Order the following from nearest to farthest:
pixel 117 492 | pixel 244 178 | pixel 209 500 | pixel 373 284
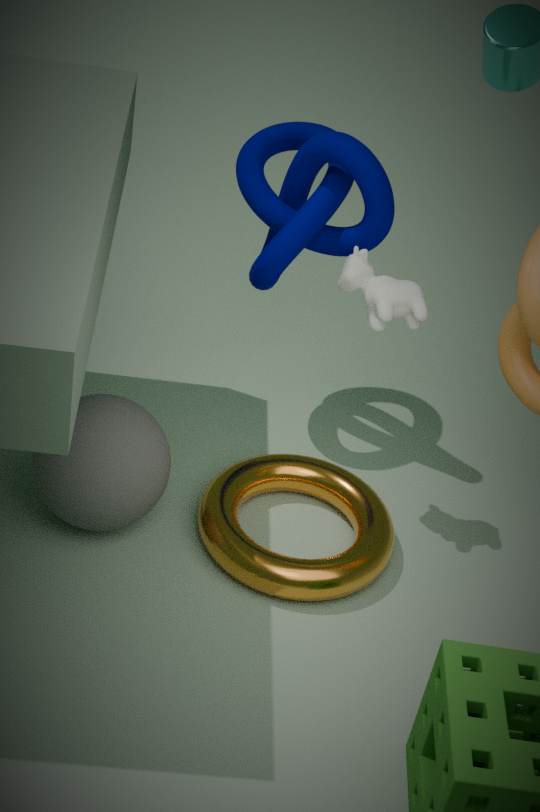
pixel 117 492
pixel 373 284
pixel 209 500
pixel 244 178
